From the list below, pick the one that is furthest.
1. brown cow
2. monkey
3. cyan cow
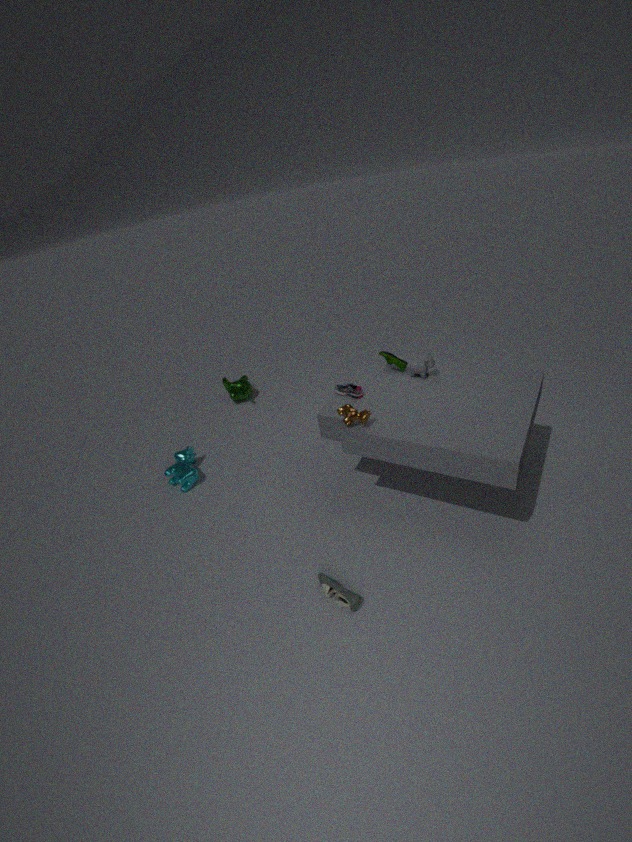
monkey
